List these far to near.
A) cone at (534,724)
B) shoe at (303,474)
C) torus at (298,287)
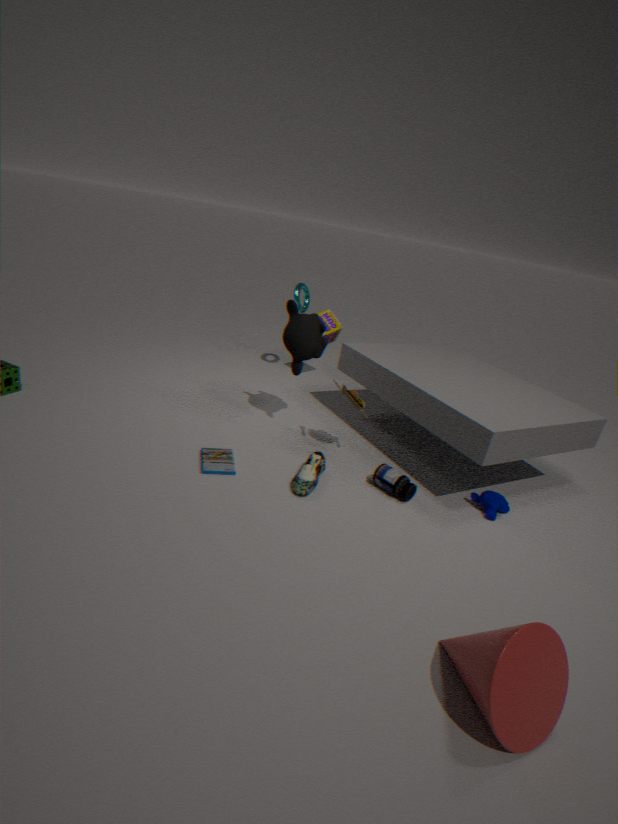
torus at (298,287) < shoe at (303,474) < cone at (534,724)
